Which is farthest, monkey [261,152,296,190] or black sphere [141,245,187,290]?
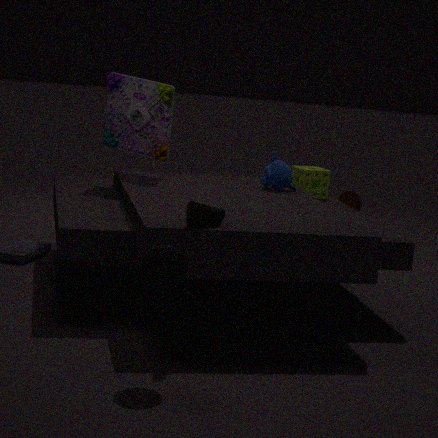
monkey [261,152,296,190]
